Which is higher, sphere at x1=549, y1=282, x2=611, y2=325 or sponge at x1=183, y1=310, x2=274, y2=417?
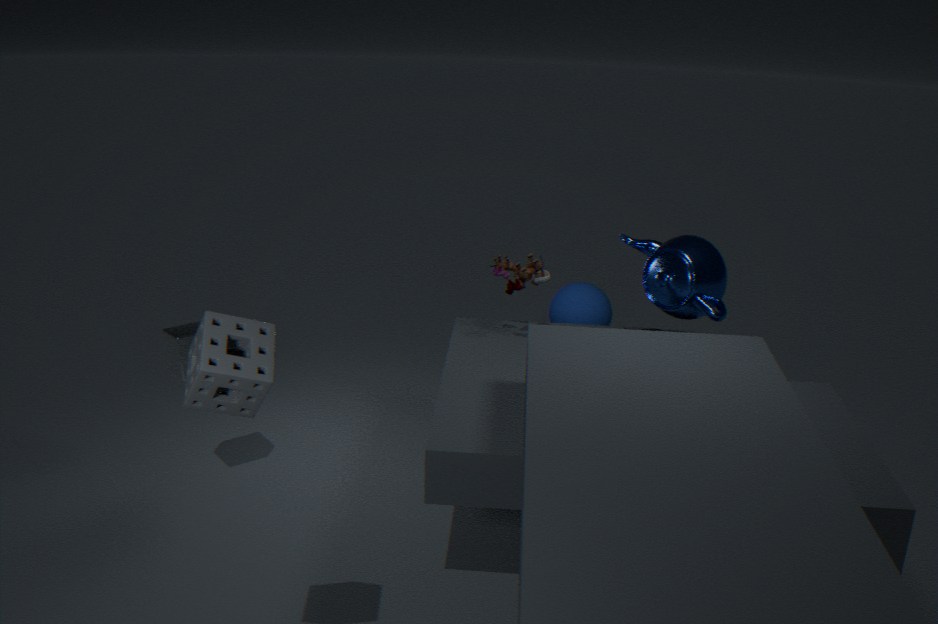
sponge at x1=183, y1=310, x2=274, y2=417
